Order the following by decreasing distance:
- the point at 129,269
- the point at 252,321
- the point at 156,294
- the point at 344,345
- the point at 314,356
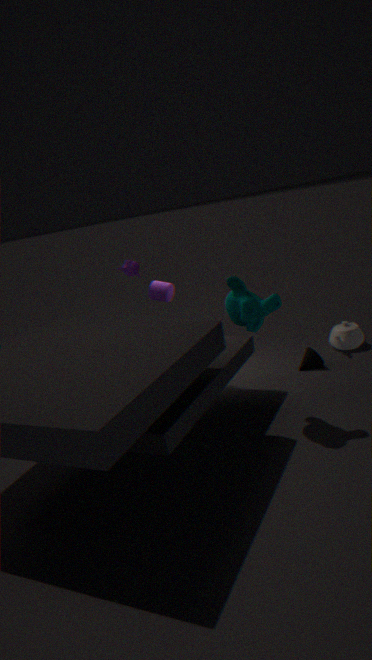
the point at 129,269 < the point at 344,345 < the point at 156,294 < the point at 314,356 < the point at 252,321
